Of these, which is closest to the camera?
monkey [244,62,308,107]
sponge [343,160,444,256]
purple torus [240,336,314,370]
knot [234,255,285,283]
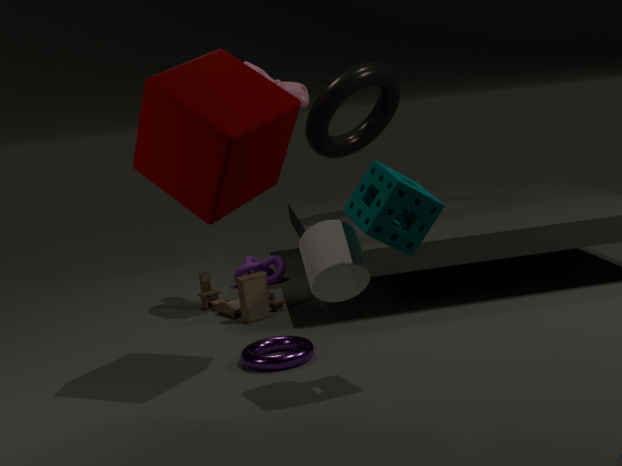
sponge [343,160,444,256]
